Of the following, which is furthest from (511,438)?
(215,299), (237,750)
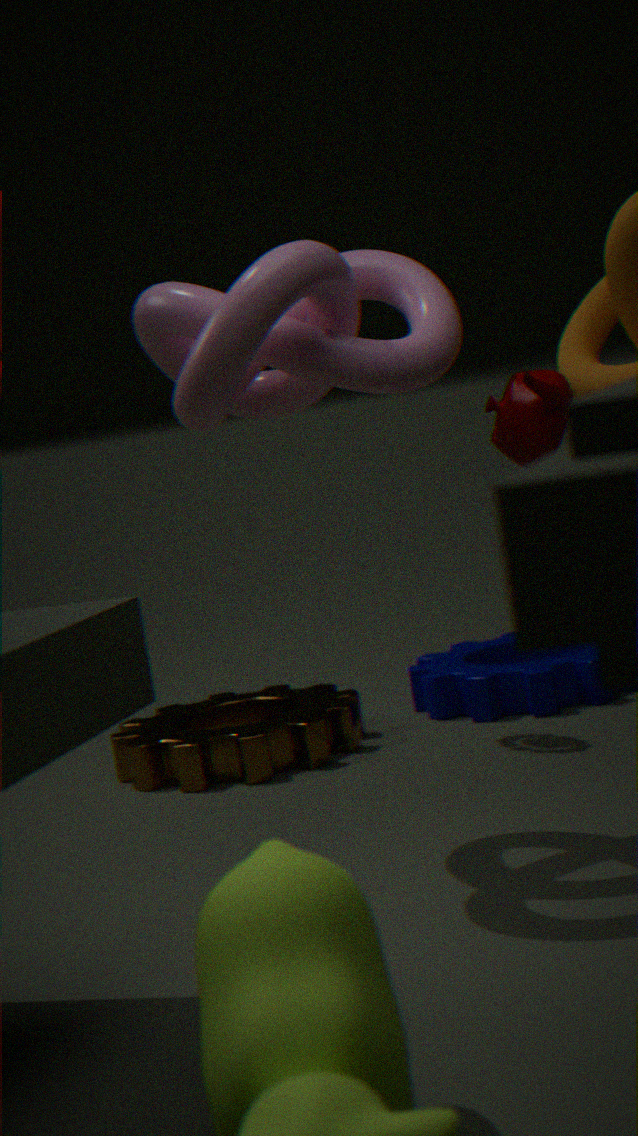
(237,750)
